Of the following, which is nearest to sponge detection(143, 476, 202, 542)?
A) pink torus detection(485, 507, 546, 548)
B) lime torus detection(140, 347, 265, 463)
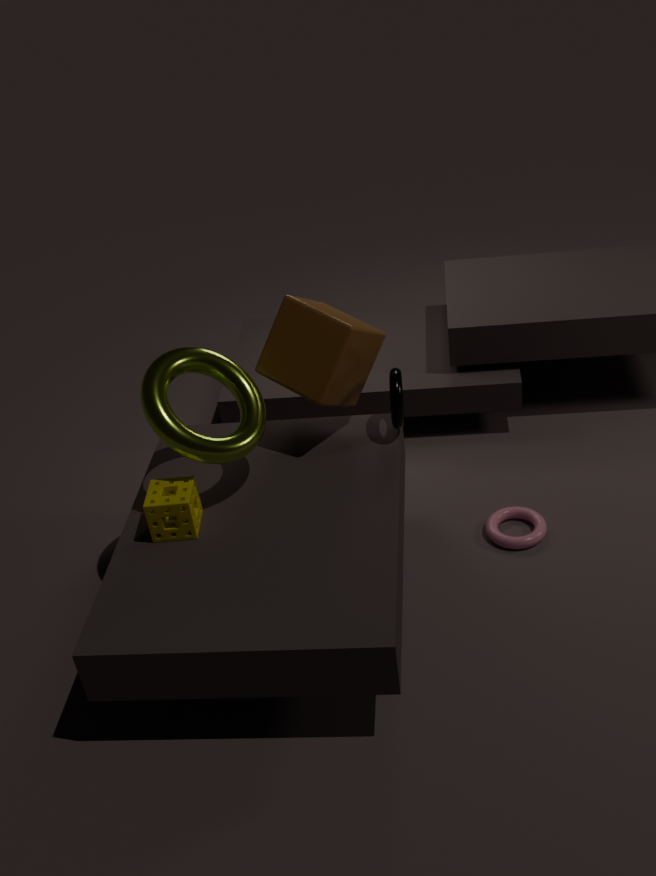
lime torus detection(140, 347, 265, 463)
